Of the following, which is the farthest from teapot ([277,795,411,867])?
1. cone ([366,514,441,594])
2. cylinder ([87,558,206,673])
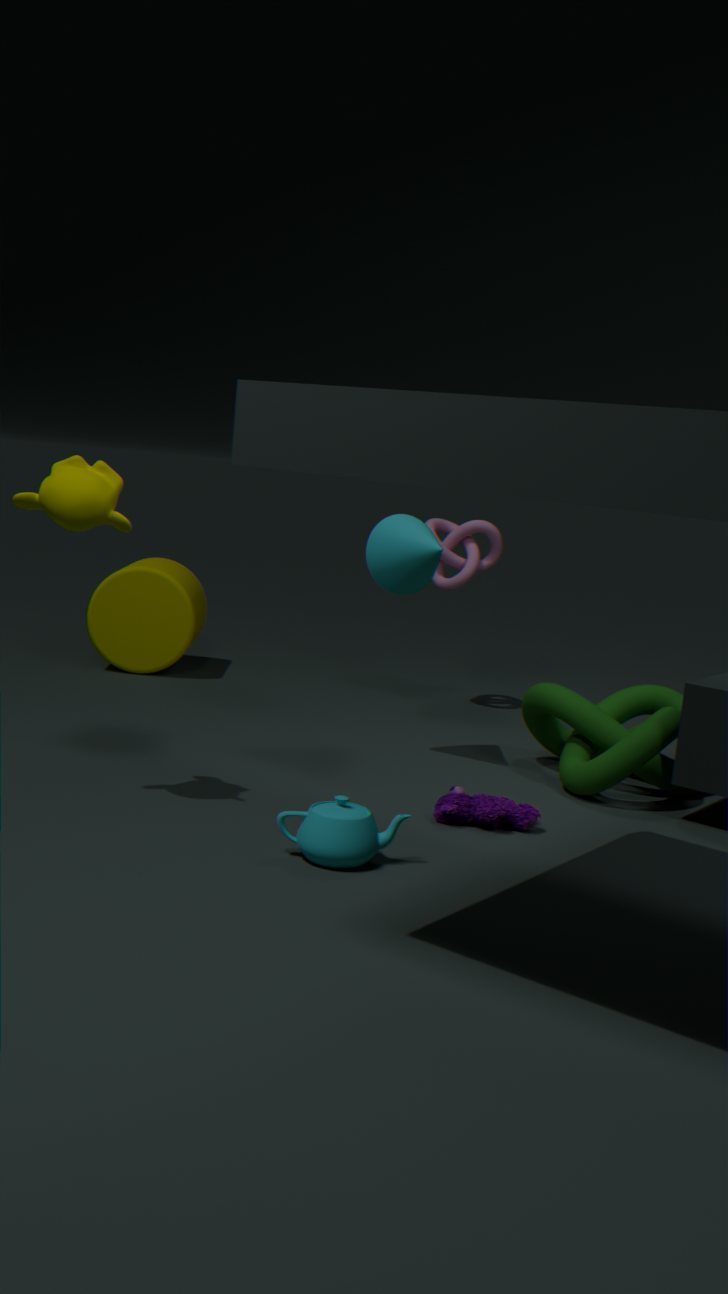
cylinder ([87,558,206,673])
